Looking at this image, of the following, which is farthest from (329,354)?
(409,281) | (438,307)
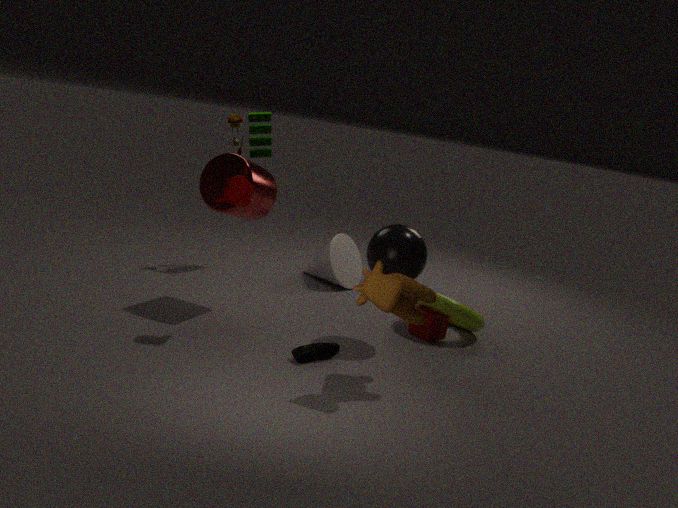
(438,307)
